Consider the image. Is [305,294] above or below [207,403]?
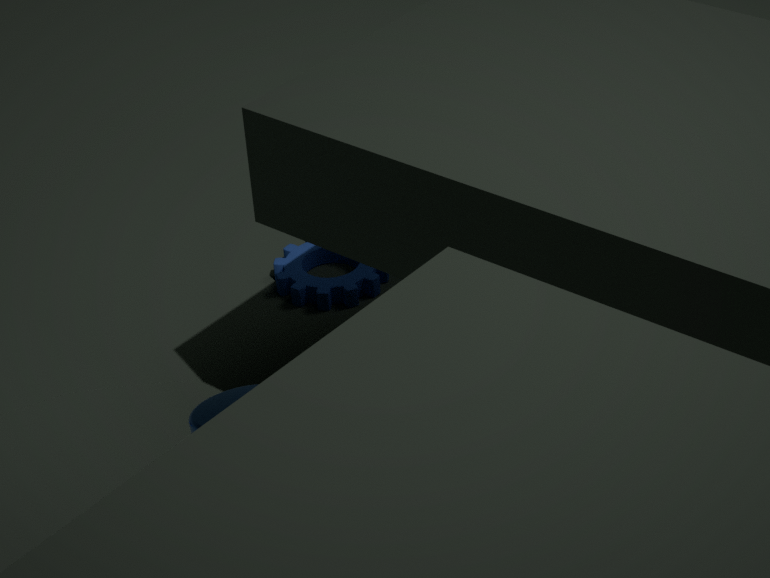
below
